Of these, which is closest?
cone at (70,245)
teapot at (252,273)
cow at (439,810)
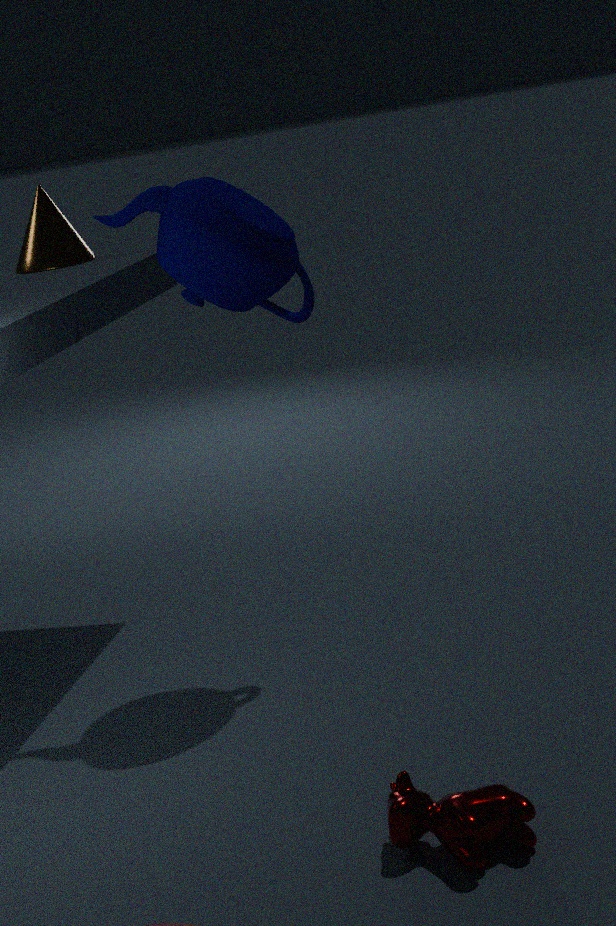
cow at (439,810)
